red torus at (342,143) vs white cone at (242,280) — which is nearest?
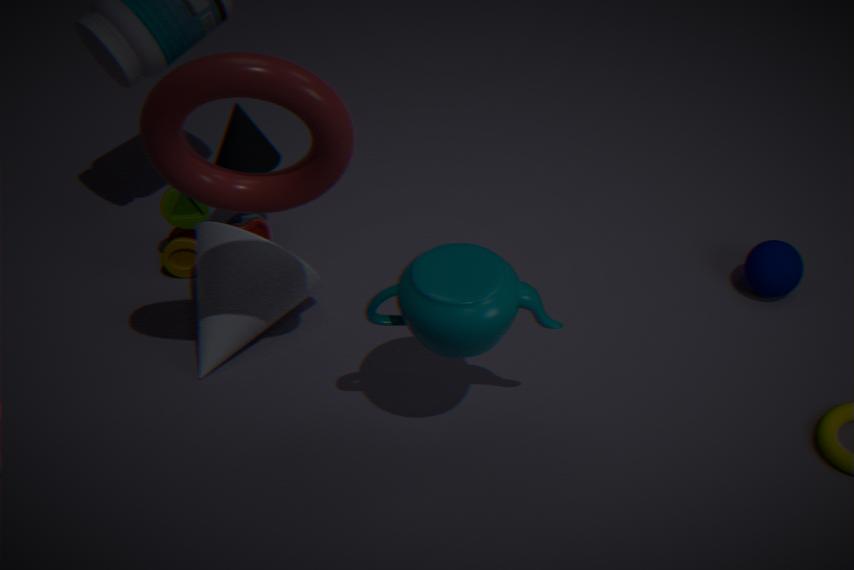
red torus at (342,143)
